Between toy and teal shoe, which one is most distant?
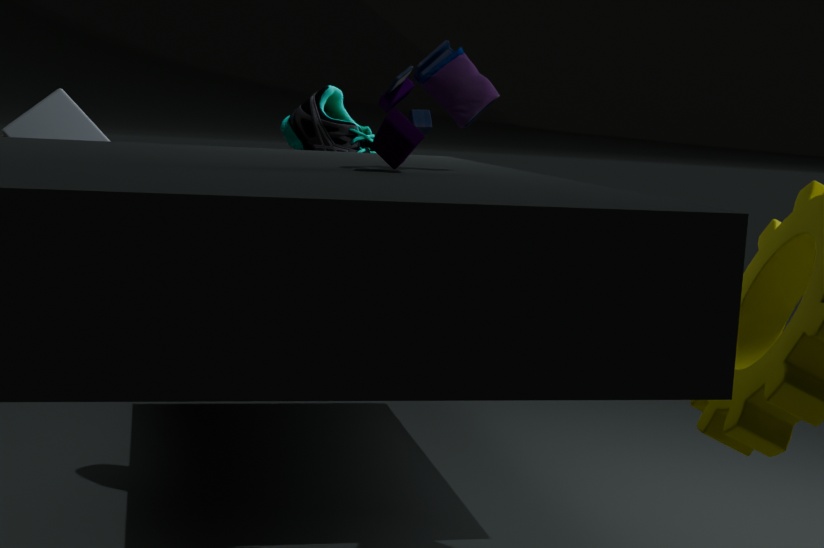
teal shoe
